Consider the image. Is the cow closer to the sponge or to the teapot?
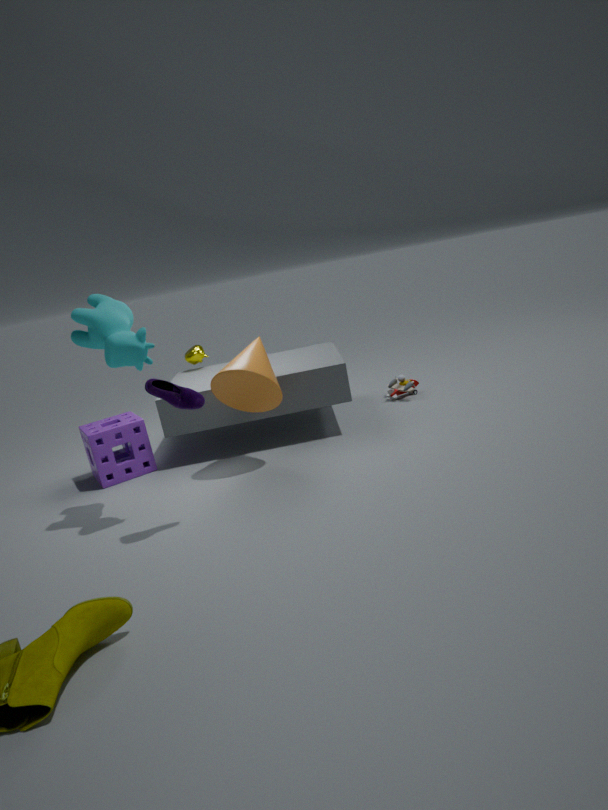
the sponge
